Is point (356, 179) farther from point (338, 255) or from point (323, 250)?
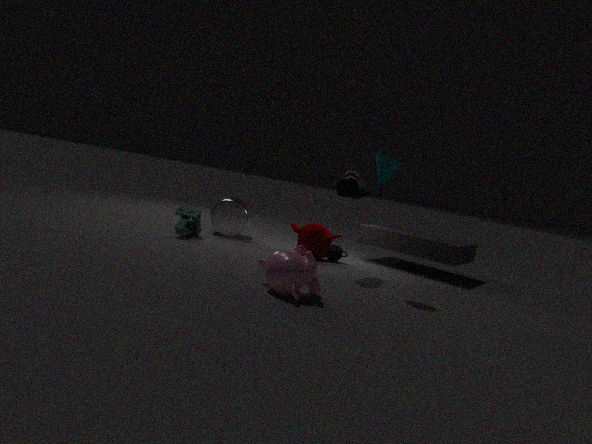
point (338, 255)
